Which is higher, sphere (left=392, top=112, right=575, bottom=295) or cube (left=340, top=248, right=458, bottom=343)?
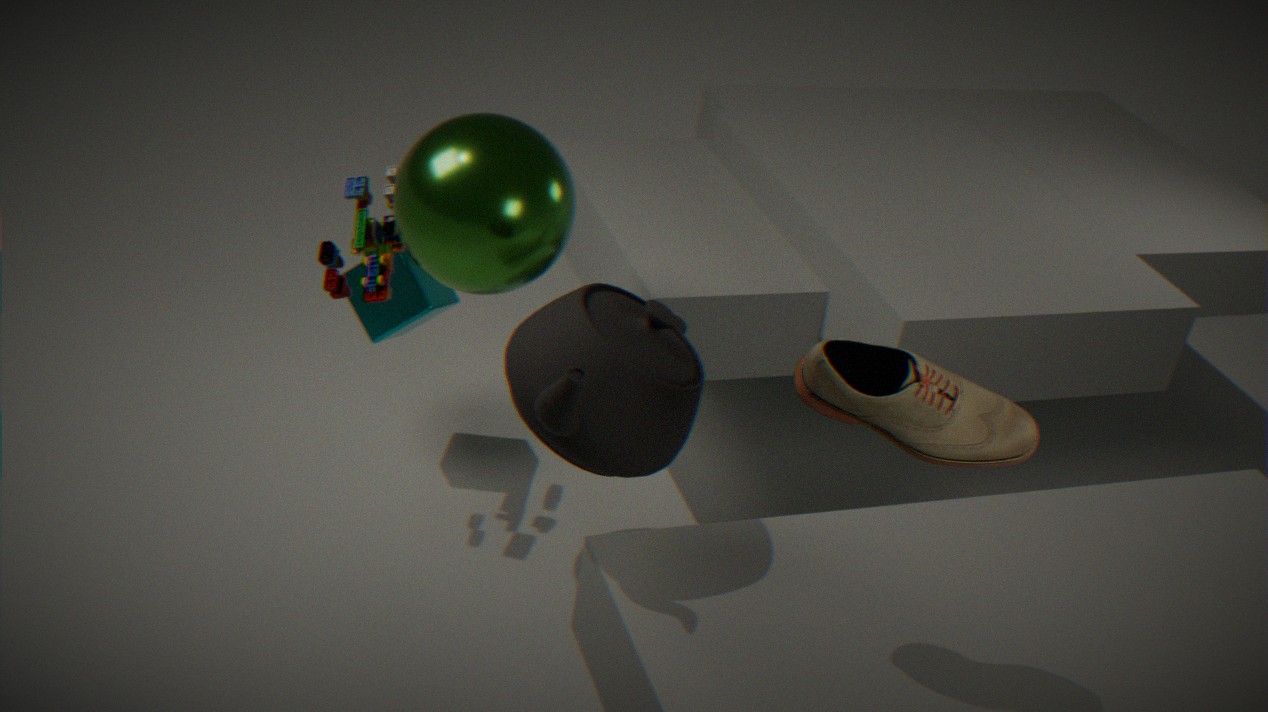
sphere (left=392, top=112, right=575, bottom=295)
